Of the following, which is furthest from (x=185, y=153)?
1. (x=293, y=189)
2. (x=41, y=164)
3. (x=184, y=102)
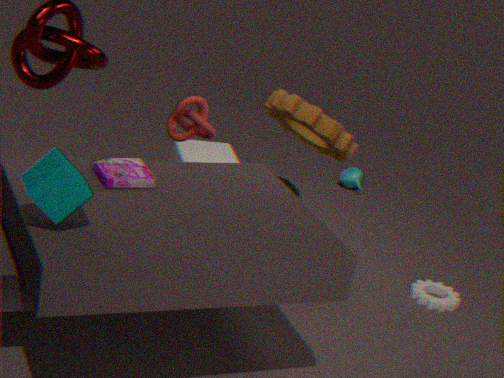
(x=41, y=164)
